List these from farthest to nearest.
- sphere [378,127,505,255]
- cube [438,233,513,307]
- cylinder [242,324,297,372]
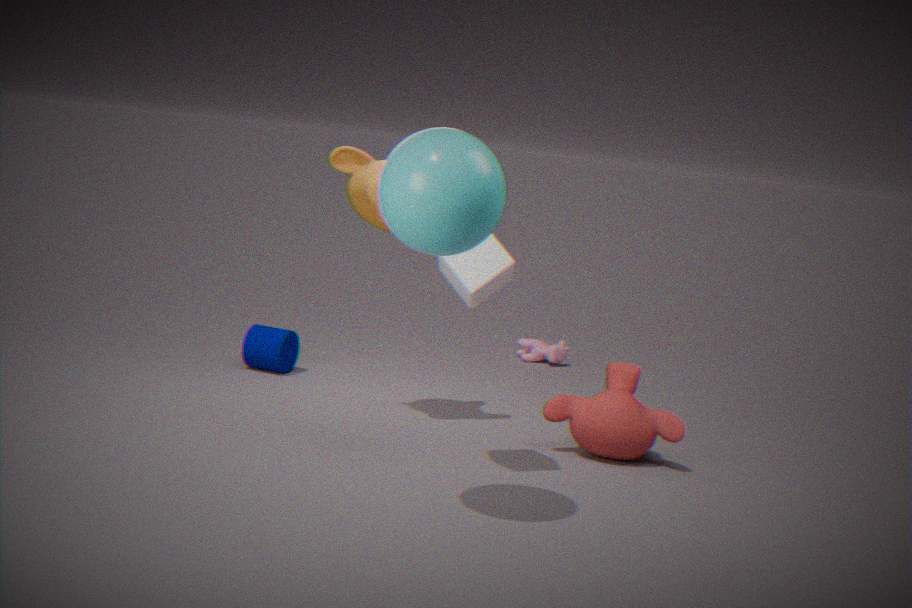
cylinder [242,324,297,372] → cube [438,233,513,307] → sphere [378,127,505,255]
